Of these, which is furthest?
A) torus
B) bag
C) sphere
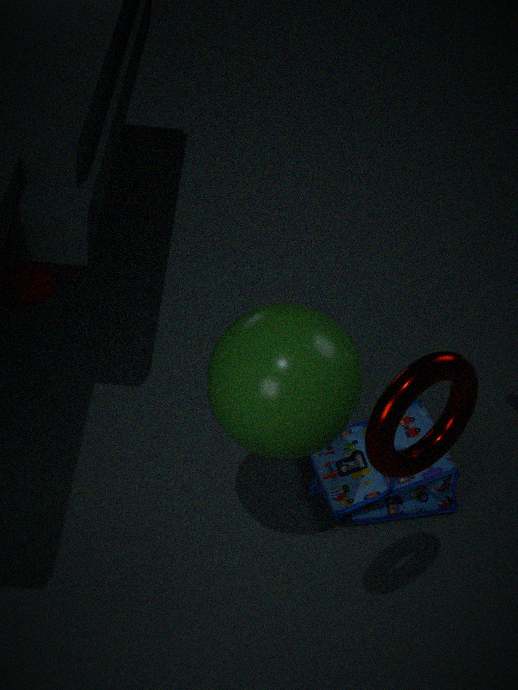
bag
